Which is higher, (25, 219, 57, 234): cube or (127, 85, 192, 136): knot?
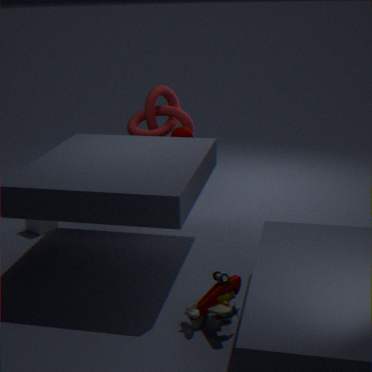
(127, 85, 192, 136): knot
